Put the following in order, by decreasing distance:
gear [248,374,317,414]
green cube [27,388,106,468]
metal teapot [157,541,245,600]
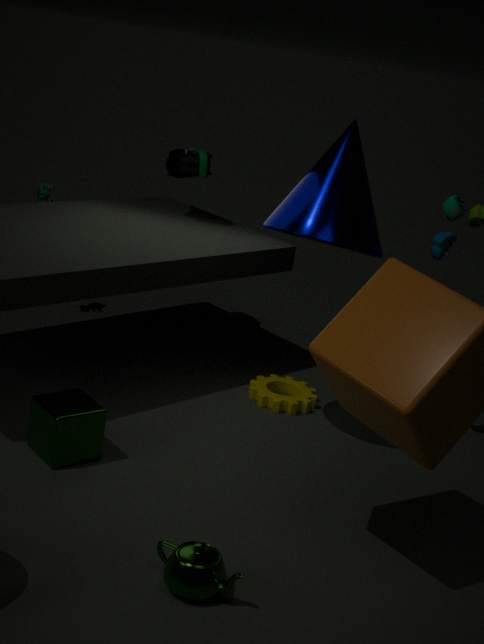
gear [248,374,317,414]
green cube [27,388,106,468]
metal teapot [157,541,245,600]
